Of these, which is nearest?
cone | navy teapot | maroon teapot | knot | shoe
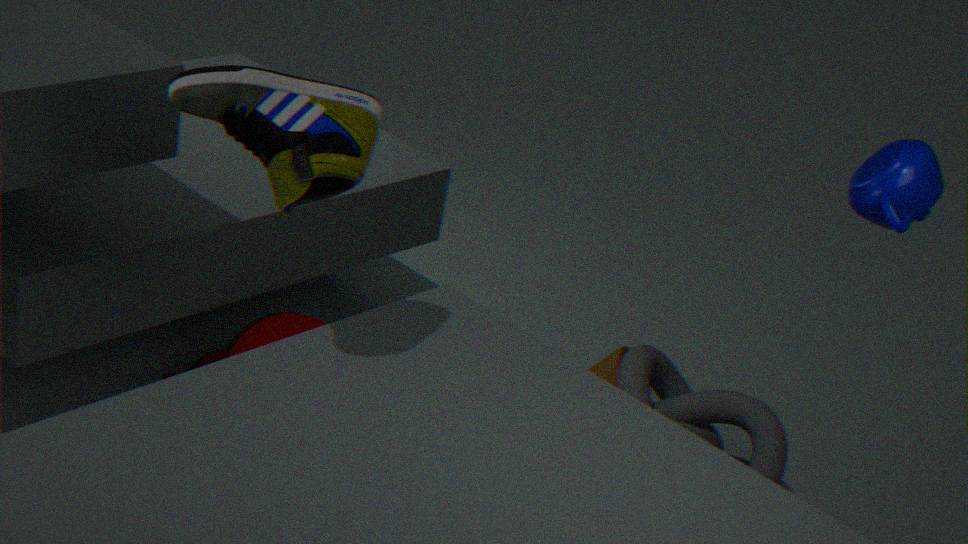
navy teapot
